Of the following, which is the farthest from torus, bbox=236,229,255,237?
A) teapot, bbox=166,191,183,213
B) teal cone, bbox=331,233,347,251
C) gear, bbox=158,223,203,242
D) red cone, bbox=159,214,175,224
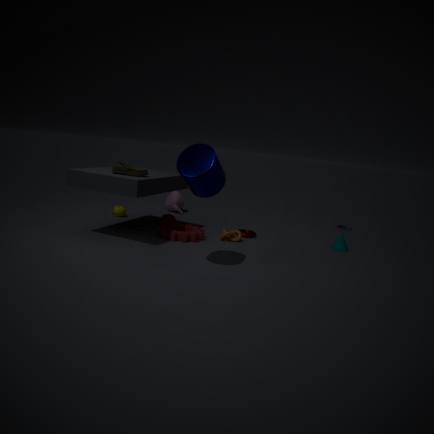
teapot, bbox=166,191,183,213
